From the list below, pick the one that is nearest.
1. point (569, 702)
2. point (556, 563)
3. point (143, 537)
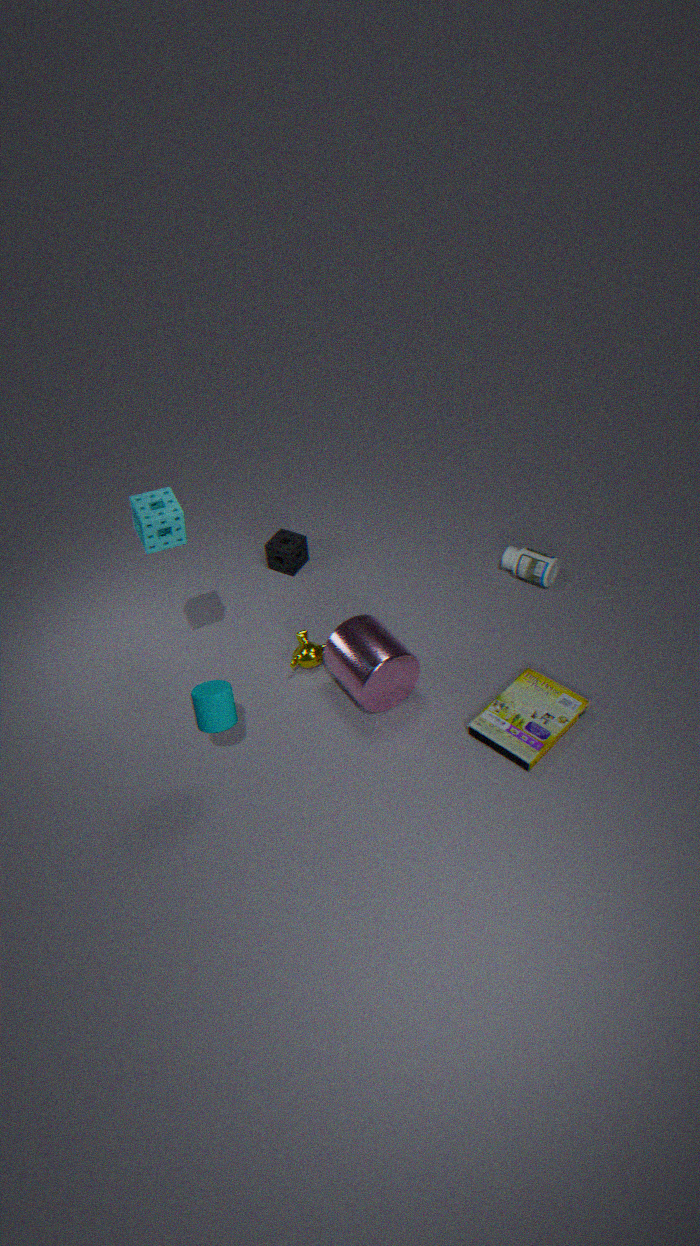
point (143, 537)
